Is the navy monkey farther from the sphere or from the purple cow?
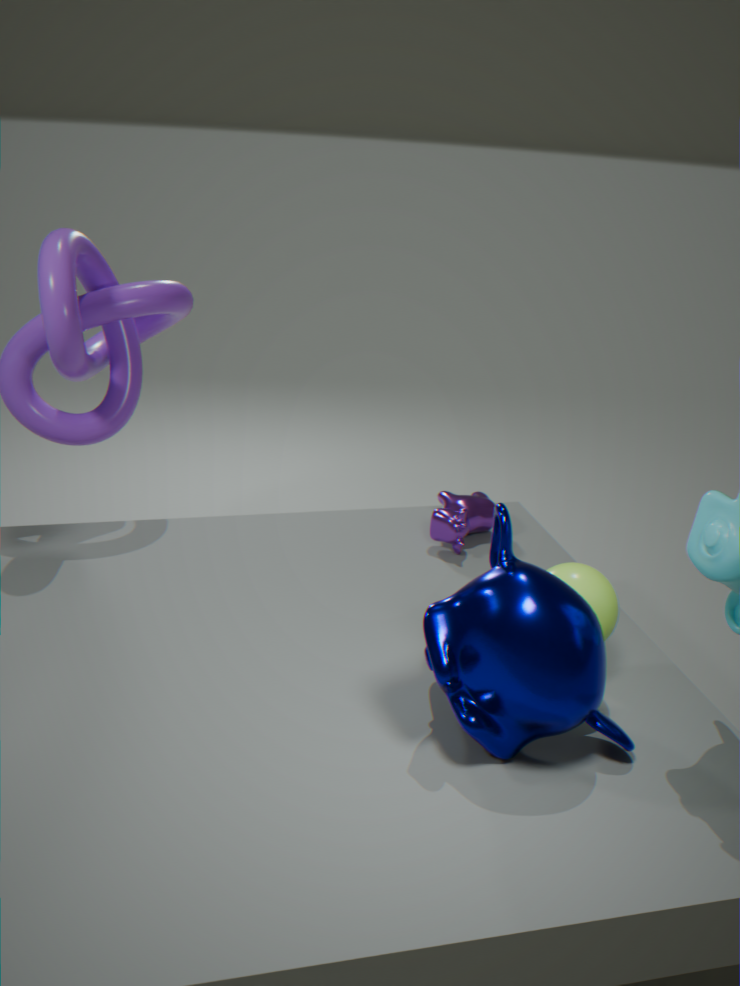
the purple cow
